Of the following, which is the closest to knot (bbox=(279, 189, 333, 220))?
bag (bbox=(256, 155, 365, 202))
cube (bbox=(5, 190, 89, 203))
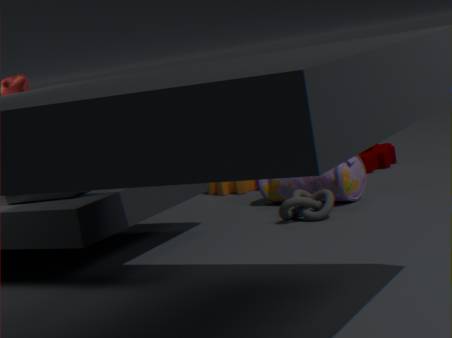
bag (bbox=(256, 155, 365, 202))
